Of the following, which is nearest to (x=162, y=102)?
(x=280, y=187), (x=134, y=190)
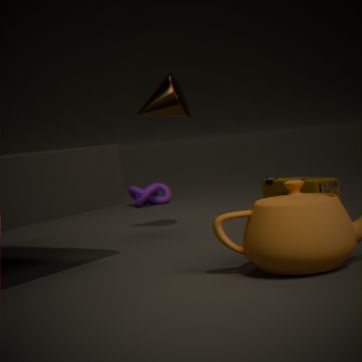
Result: (x=280, y=187)
